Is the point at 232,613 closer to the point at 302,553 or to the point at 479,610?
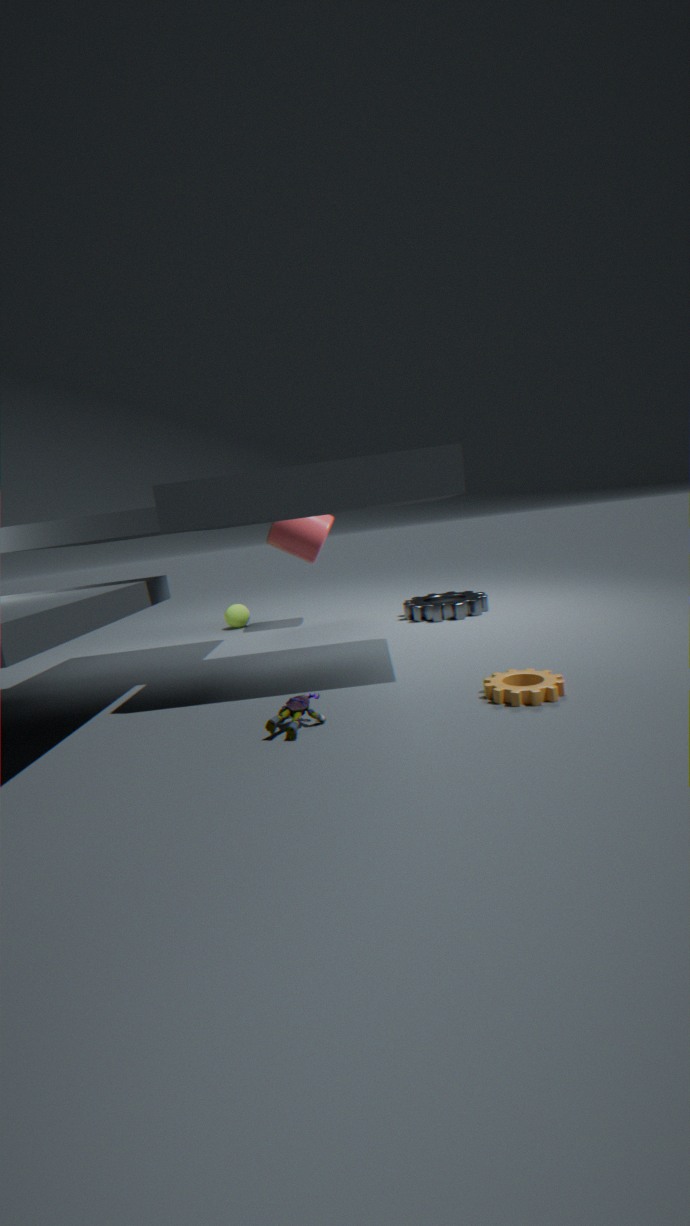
the point at 302,553
